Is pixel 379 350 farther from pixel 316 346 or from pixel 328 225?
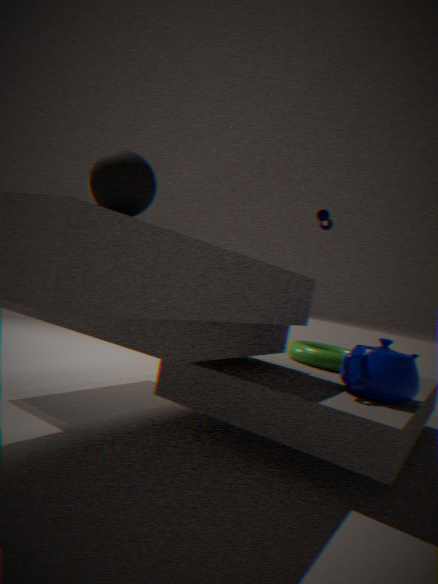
pixel 328 225
